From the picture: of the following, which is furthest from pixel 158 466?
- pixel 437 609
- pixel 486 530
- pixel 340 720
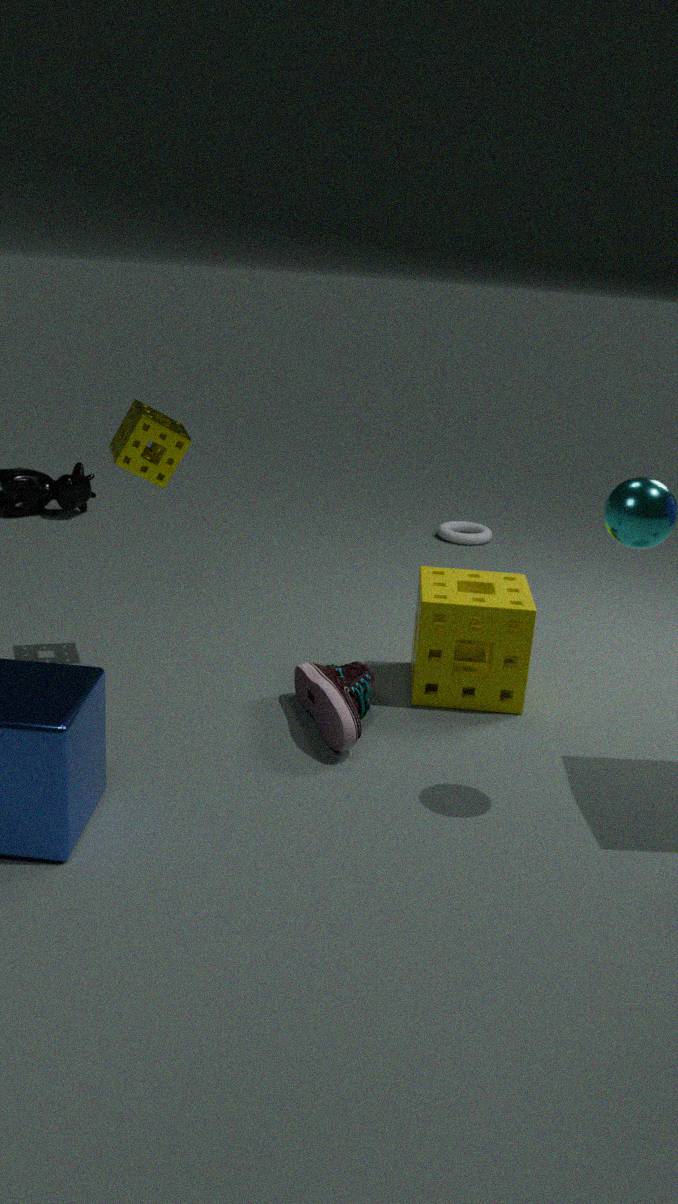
pixel 486 530
